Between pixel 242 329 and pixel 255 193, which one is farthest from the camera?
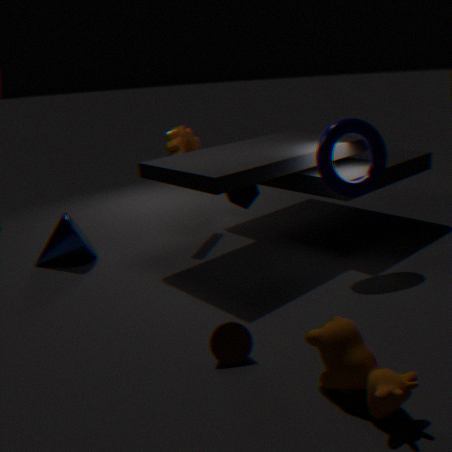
pixel 255 193
